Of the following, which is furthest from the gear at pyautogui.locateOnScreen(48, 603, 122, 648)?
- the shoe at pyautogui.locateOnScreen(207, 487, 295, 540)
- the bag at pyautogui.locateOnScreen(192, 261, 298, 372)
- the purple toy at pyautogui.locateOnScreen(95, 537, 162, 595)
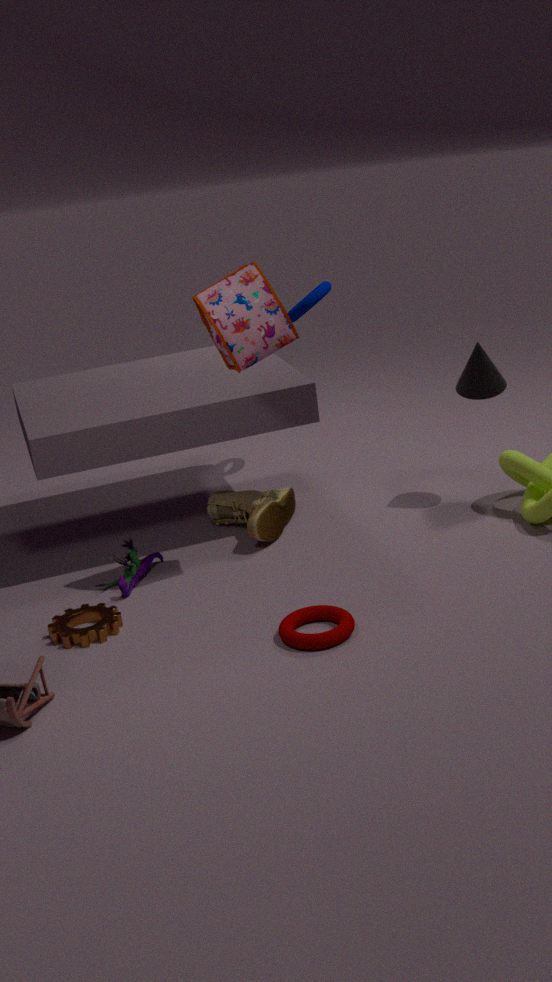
the bag at pyautogui.locateOnScreen(192, 261, 298, 372)
